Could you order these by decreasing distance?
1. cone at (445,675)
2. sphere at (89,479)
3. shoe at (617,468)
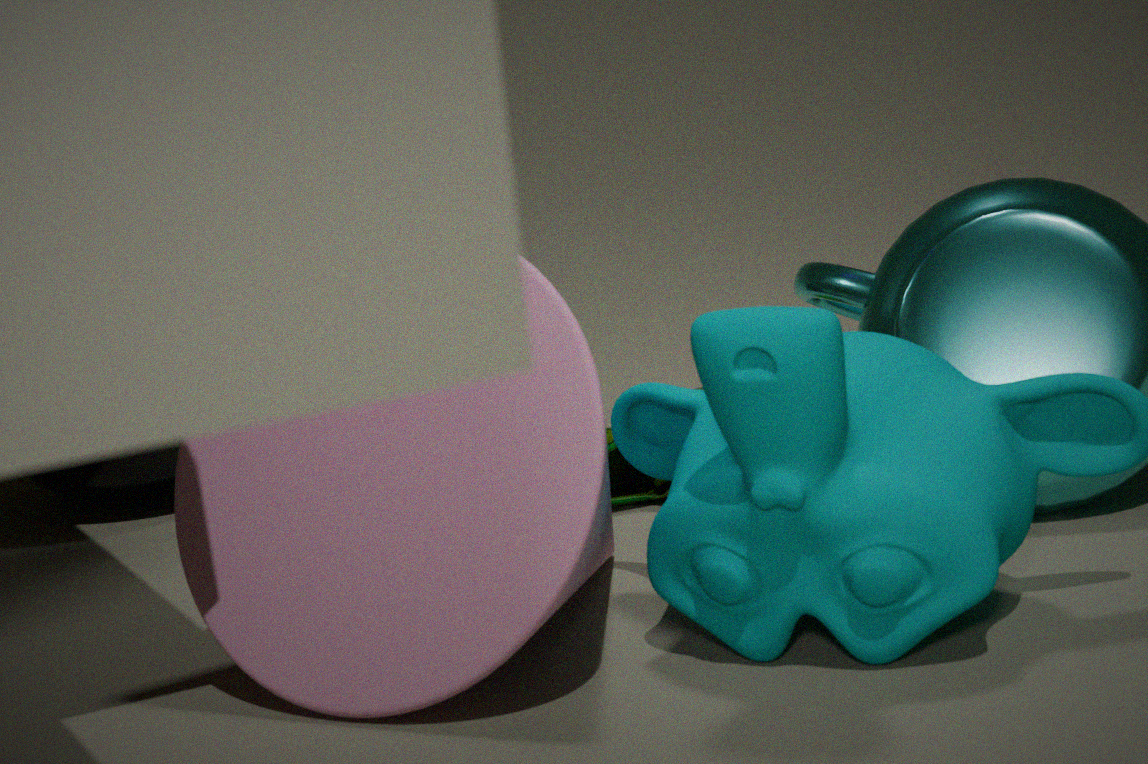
sphere at (89,479) → shoe at (617,468) → cone at (445,675)
